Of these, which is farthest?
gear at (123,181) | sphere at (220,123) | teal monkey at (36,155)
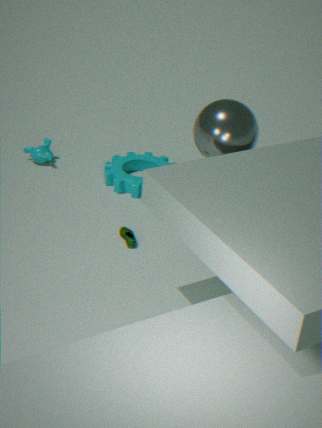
teal monkey at (36,155)
